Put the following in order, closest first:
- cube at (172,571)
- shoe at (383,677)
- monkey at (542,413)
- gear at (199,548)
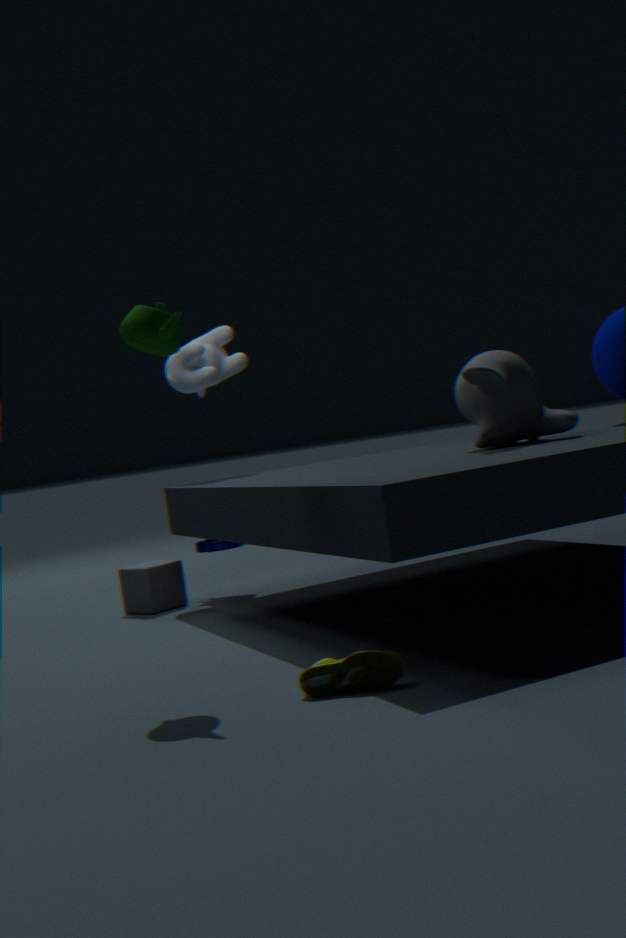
shoe at (383,677) < monkey at (542,413) < cube at (172,571) < gear at (199,548)
